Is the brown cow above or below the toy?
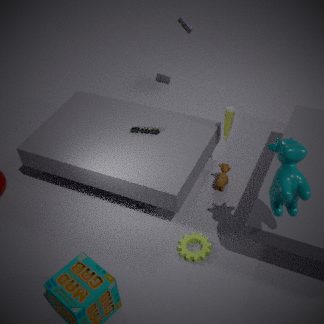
below
